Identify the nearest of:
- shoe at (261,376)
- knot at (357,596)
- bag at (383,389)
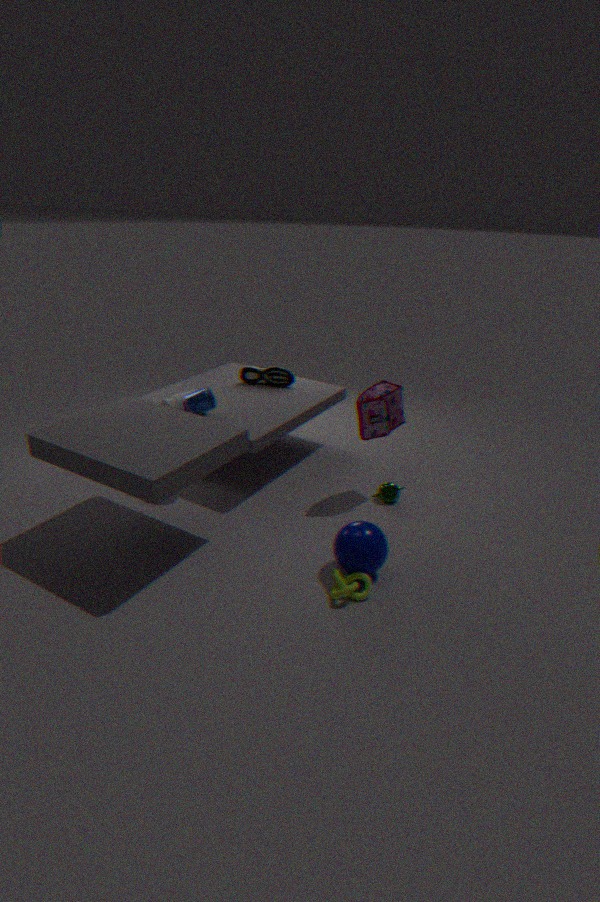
knot at (357,596)
